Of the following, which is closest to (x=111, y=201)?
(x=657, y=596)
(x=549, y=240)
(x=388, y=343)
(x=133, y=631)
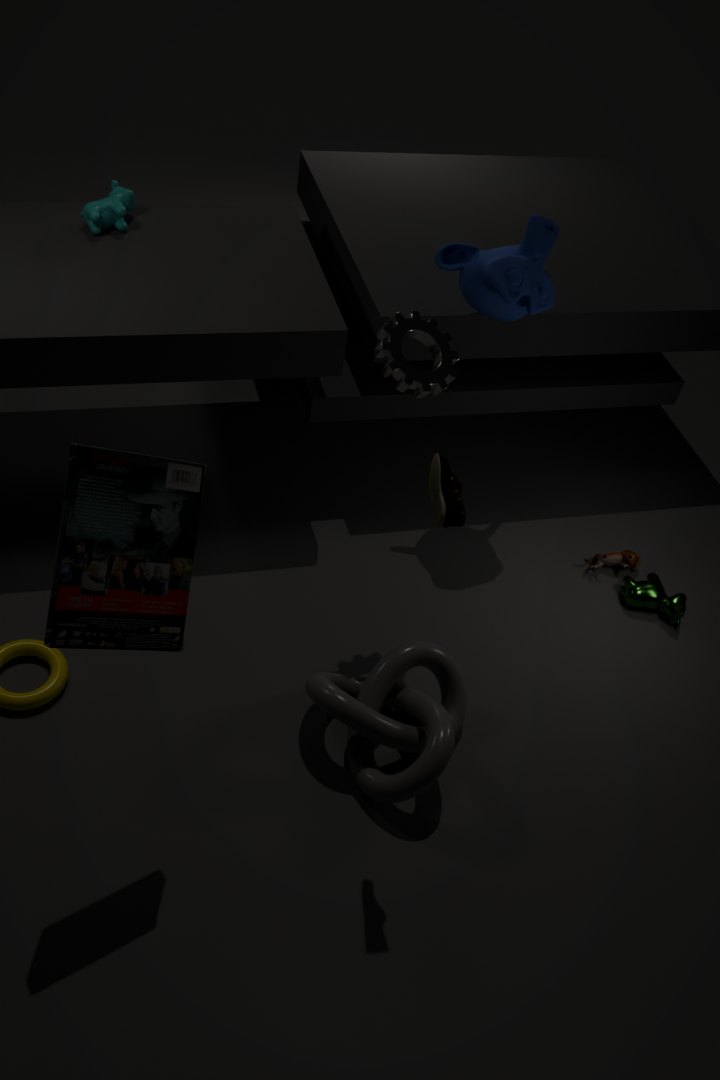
(x=388, y=343)
